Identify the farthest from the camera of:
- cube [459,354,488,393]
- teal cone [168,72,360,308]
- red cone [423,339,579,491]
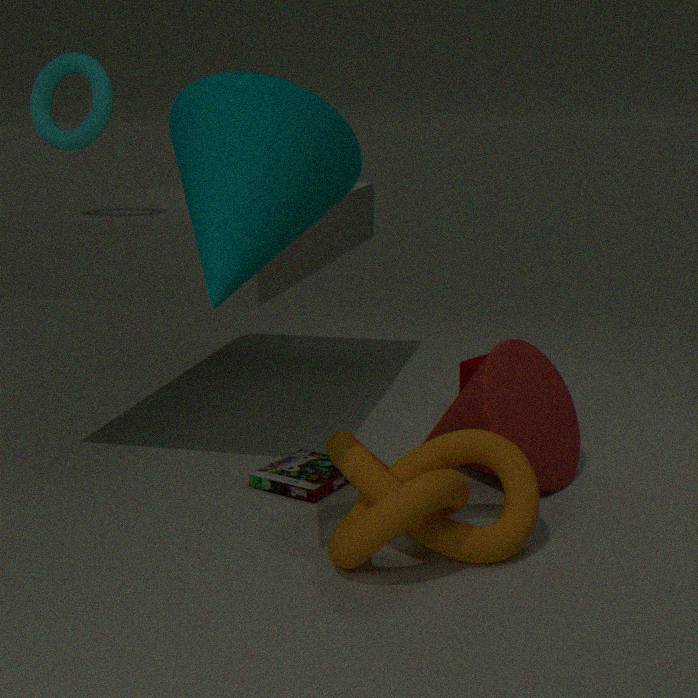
cube [459,354,488,393]
